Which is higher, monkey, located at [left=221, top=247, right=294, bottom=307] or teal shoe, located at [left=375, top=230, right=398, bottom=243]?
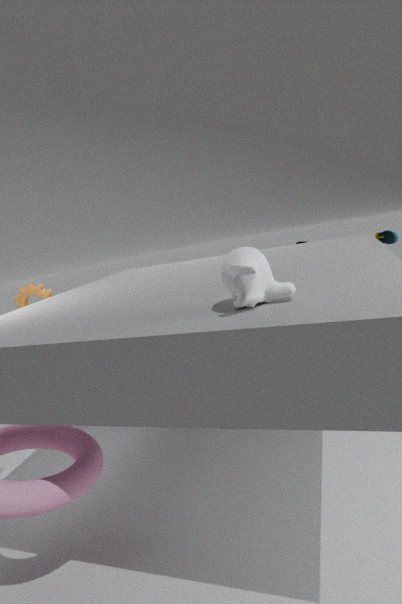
monkey, located at [left=221, top=247, right=294, bottom=307]
